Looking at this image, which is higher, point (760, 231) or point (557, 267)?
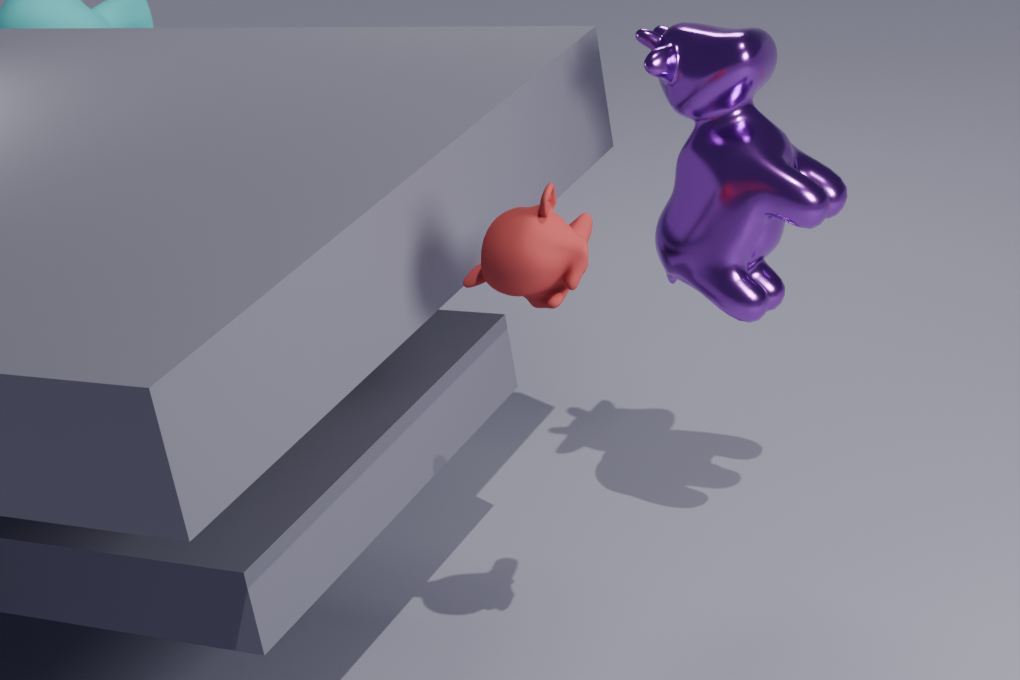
point (557, 267)
